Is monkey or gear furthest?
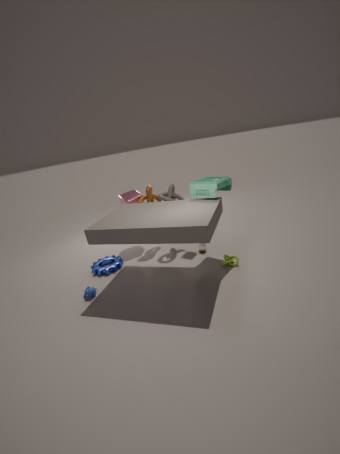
gear
